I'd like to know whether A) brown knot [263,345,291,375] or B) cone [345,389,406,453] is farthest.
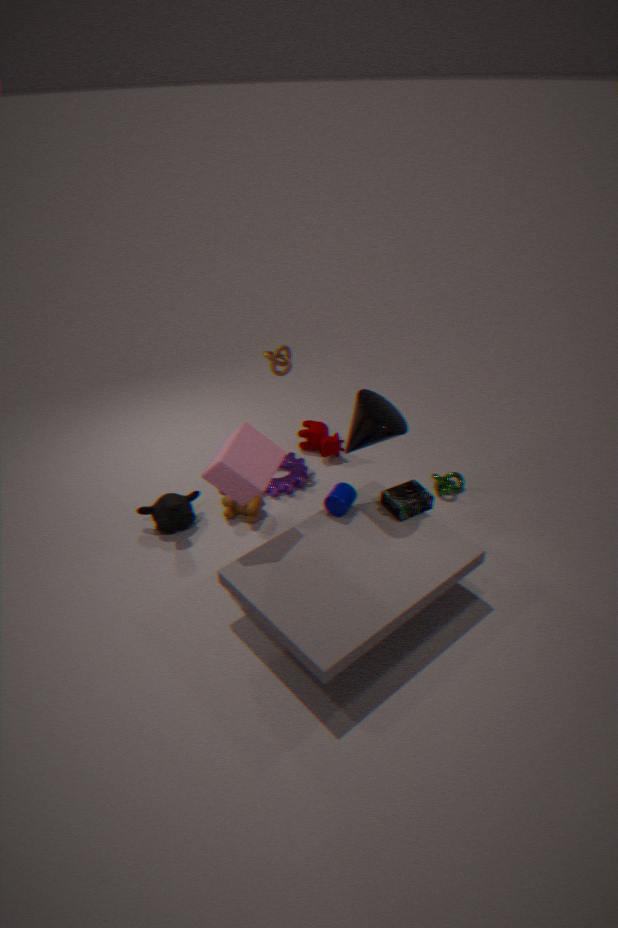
A. brown knot [263,345,291,375]
